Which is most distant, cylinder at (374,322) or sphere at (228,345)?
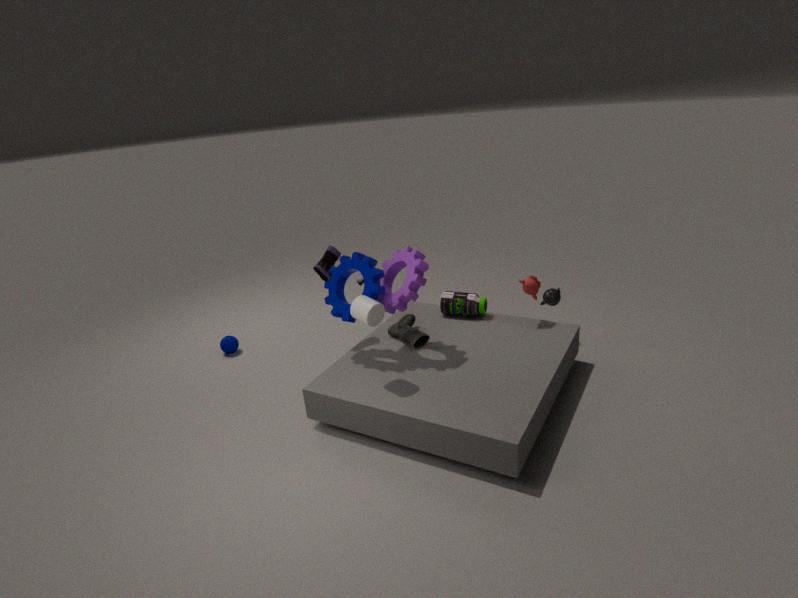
sphere at (228,345)
